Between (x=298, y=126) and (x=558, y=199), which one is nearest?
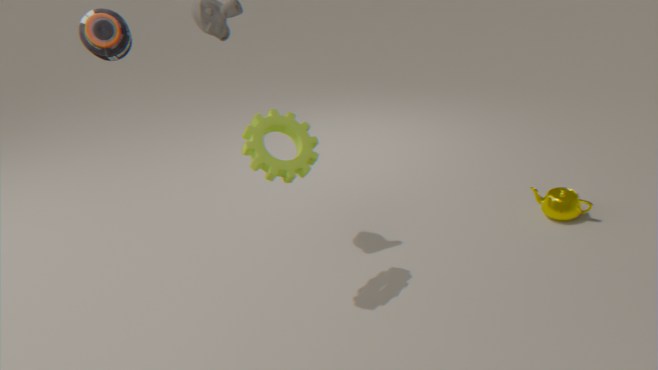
(x=298, y=126)
